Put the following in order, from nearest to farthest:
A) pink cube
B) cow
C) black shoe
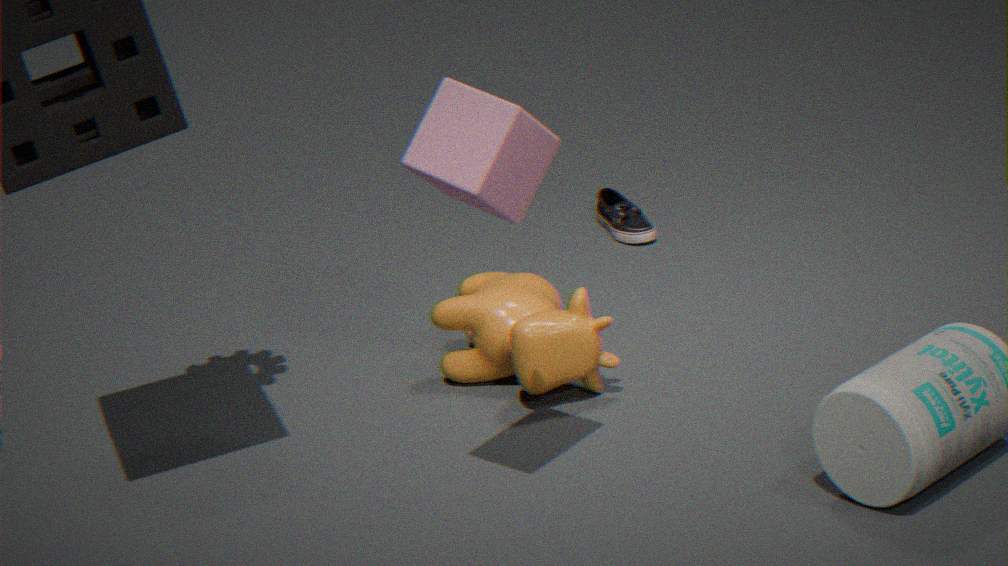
1. pink cube
2. cow
3. black shoe
